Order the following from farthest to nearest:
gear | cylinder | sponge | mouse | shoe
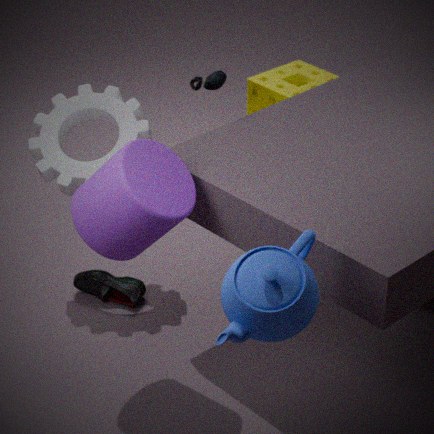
sponge
shoe
mouse
gear
cylinder
